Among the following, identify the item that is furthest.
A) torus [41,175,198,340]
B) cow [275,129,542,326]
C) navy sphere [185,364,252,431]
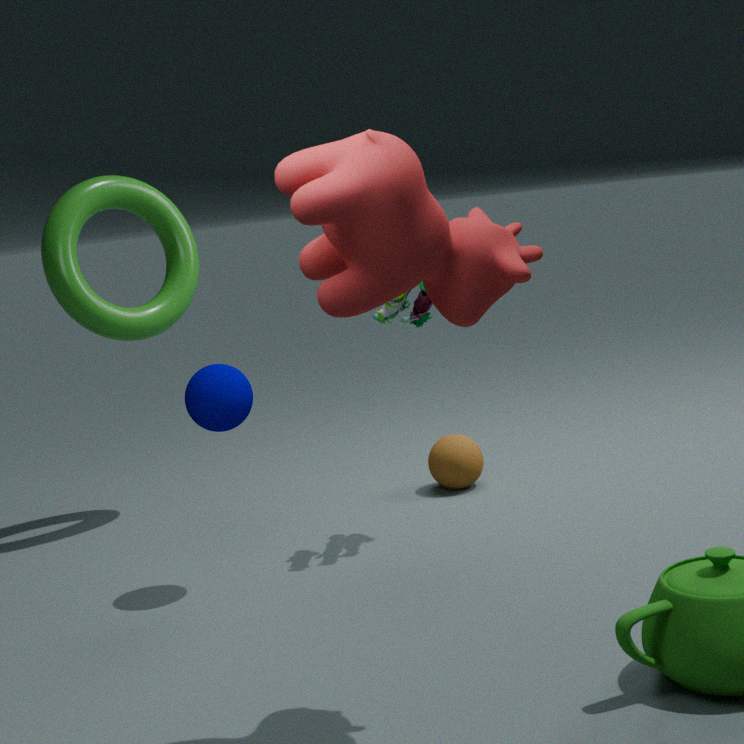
torus [41,175,198,340]
